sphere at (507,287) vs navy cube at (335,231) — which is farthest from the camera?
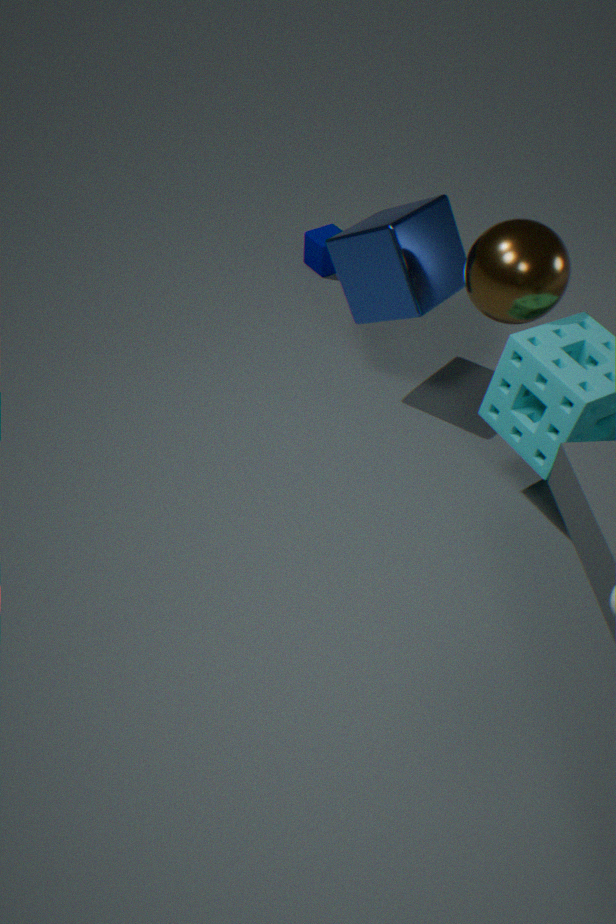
navy cube at (335,231)
